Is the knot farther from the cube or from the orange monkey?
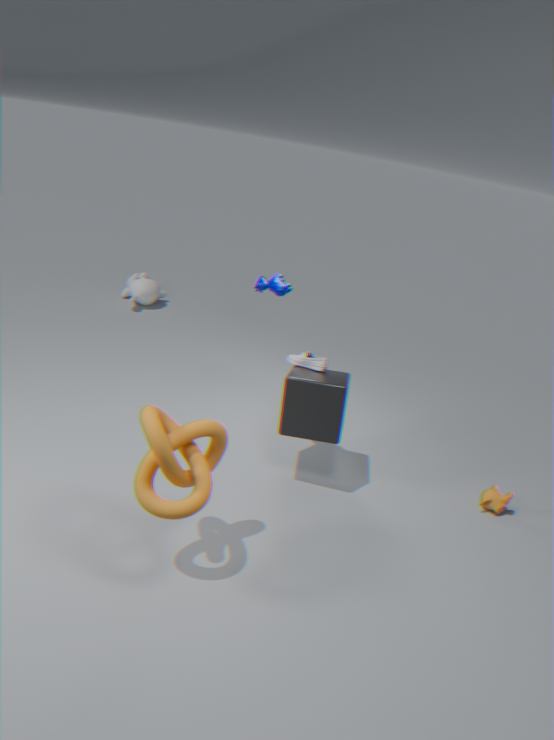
the orange monkey
